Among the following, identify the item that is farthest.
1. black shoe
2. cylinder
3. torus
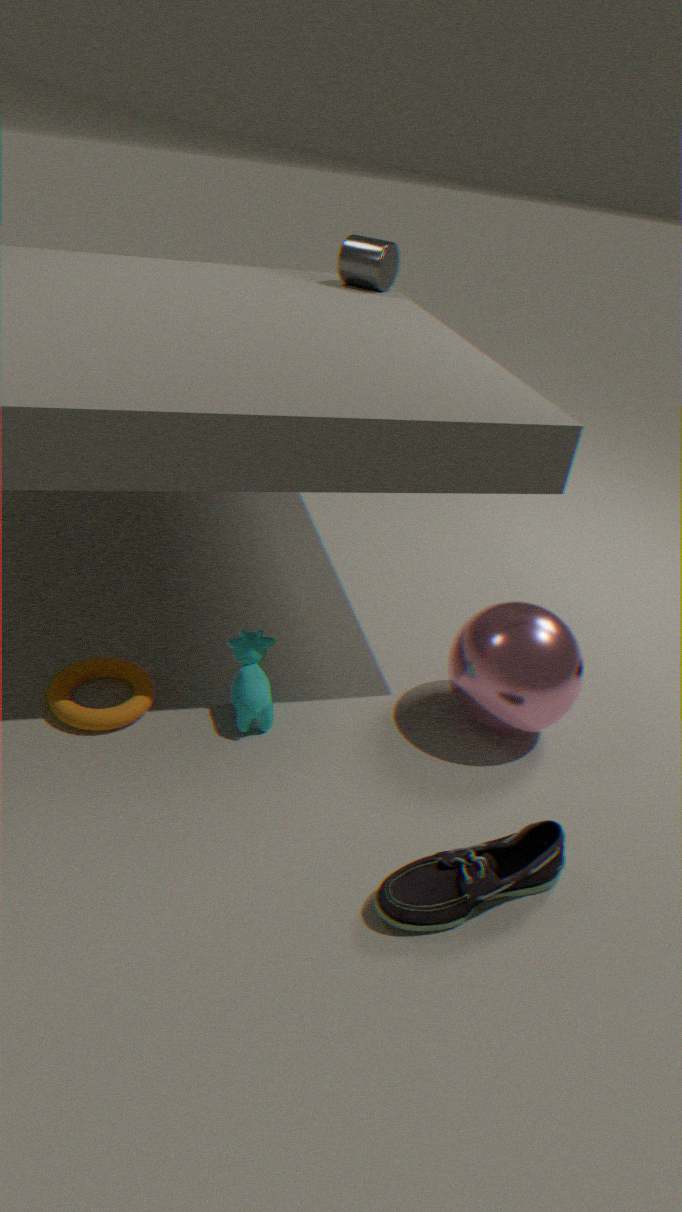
cylinder
